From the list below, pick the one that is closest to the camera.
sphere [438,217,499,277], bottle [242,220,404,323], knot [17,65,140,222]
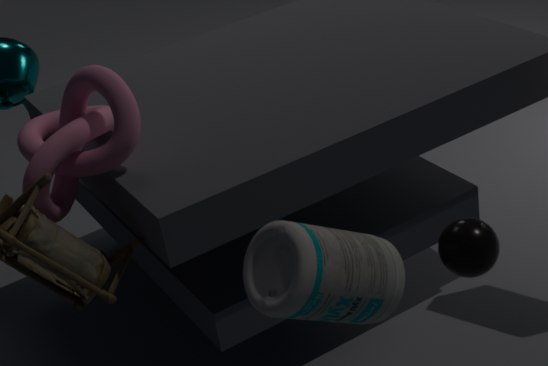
bottle [242,220,404,323]
